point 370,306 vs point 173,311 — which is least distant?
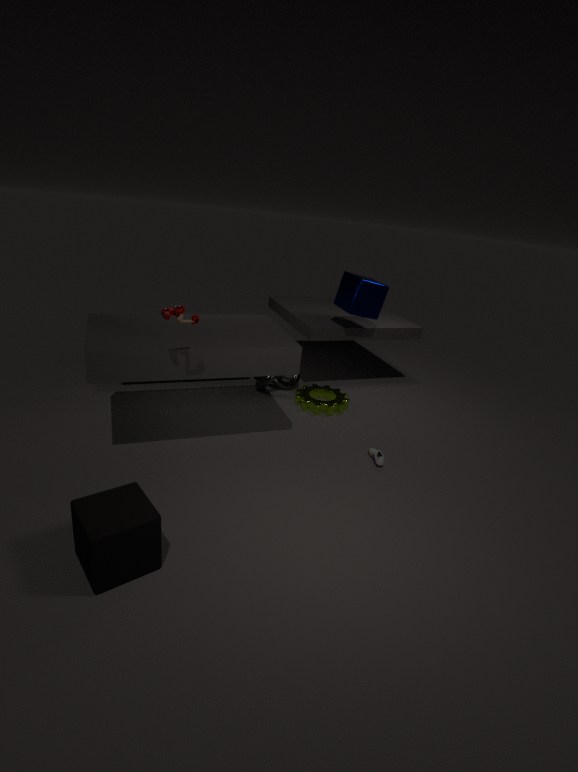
point 173,311
